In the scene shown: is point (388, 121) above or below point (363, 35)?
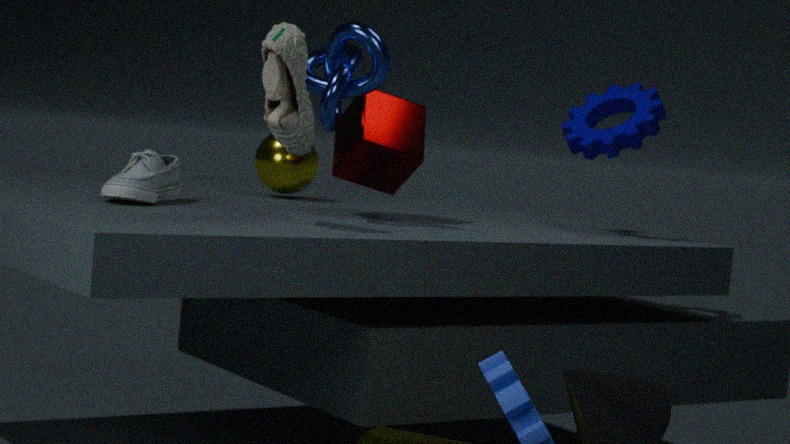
below
